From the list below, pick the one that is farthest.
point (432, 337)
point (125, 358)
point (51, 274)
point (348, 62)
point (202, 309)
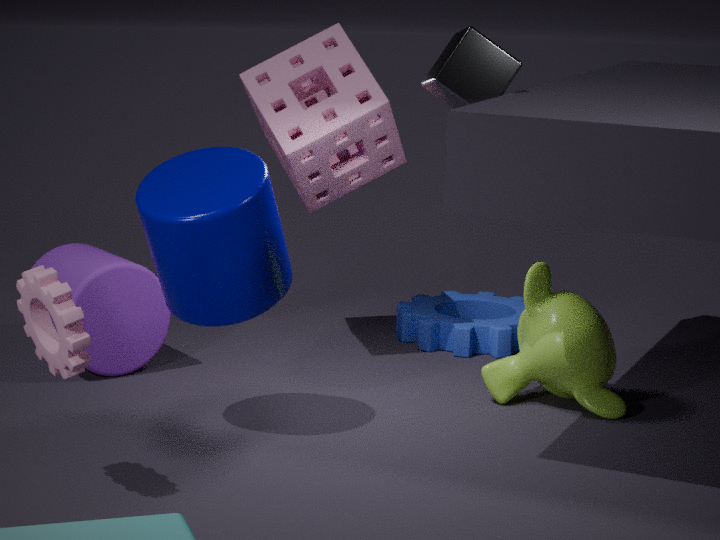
point (432, 337)
